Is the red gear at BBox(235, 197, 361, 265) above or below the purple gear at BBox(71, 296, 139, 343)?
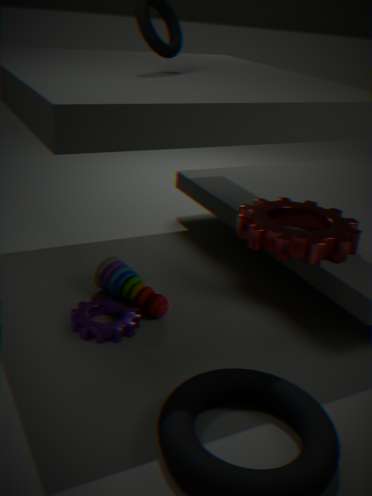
above
